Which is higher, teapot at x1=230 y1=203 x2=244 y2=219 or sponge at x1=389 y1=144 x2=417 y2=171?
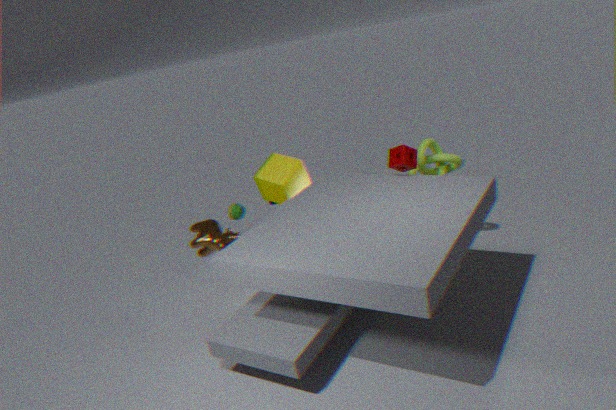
sponge at x1=389 y1=144 x2=417 y2=171
